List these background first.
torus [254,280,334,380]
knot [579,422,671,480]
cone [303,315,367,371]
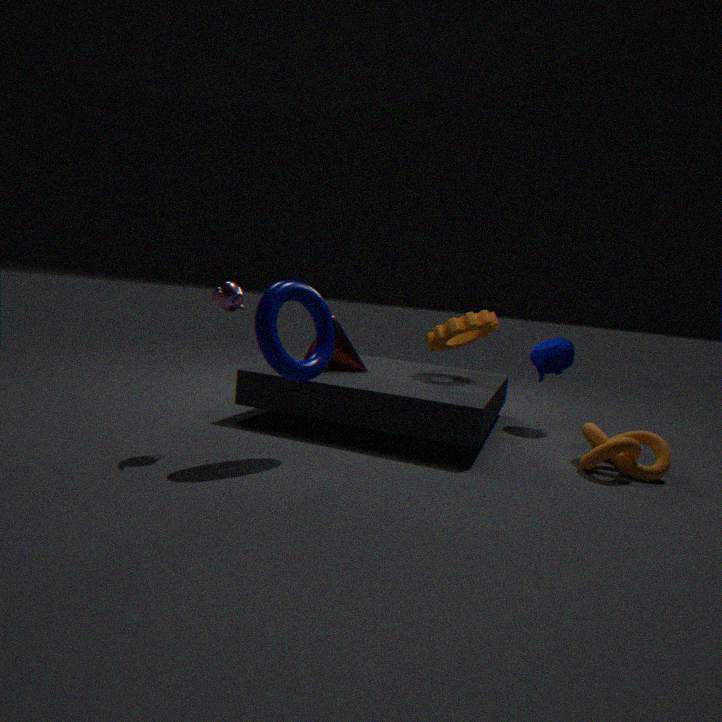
cone [303,315,367,371], knot [579,422,671,480], torus [254,280,334,380]
